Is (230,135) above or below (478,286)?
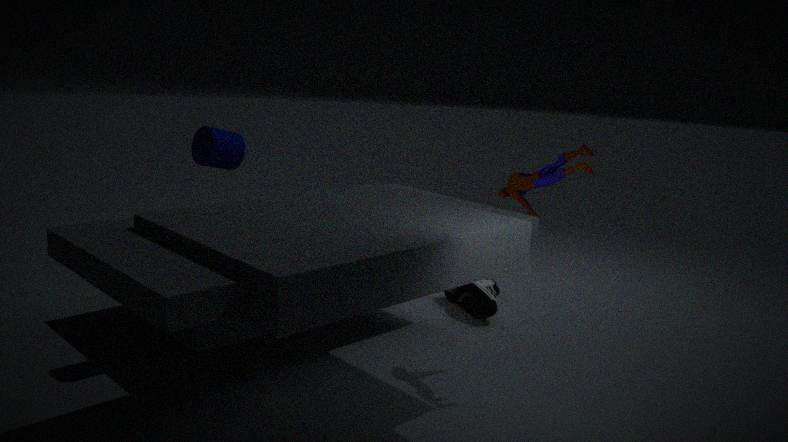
above
